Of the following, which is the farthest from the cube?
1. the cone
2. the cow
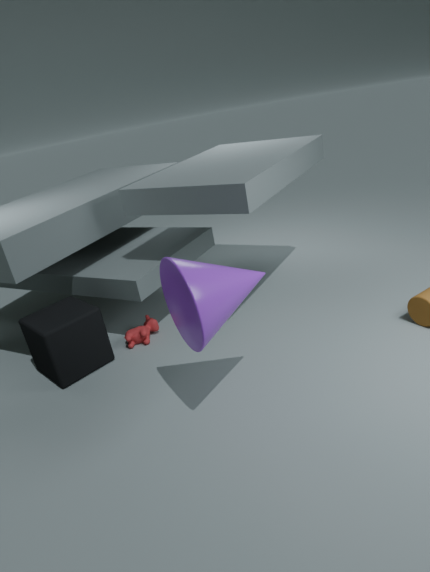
the cone
